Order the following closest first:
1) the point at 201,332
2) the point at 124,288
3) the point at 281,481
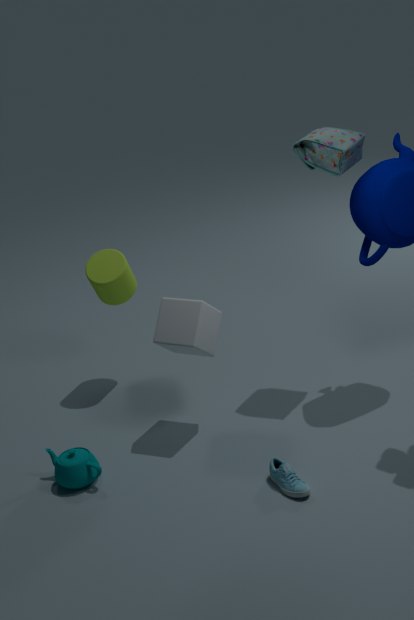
3. the point at 281,481 → 1. the point at 201,332 → 2. the point at 124,288
